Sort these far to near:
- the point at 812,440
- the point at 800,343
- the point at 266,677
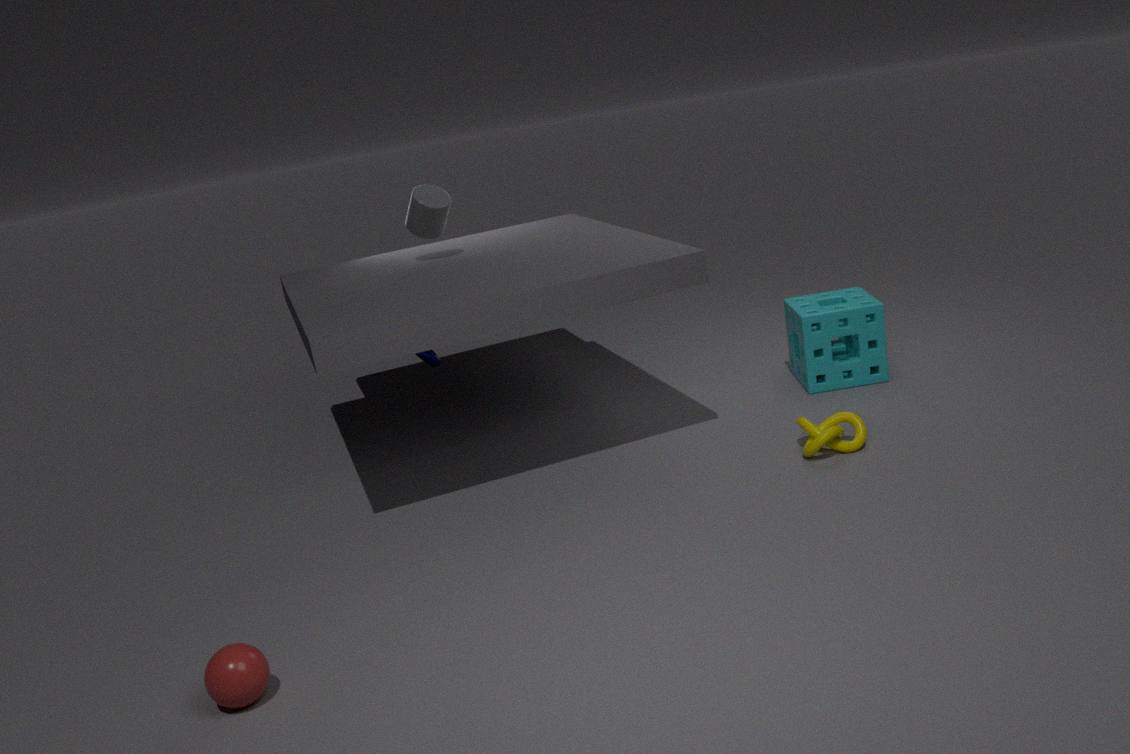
1. the point at 800,343
2. the point at 812,440
3. the point at 266,677
